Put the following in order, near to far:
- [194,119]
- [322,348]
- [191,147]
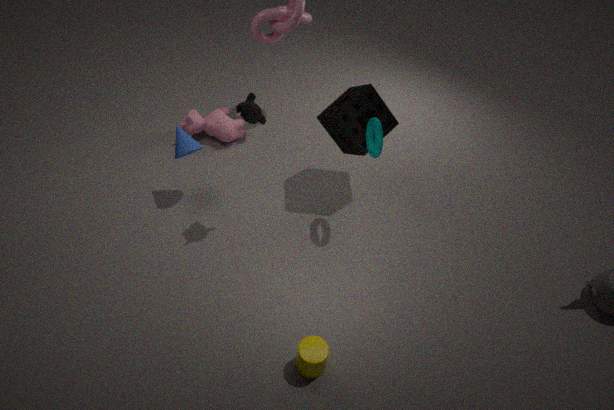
1. [322,348]
2. [191,147]
3. [194,119]
